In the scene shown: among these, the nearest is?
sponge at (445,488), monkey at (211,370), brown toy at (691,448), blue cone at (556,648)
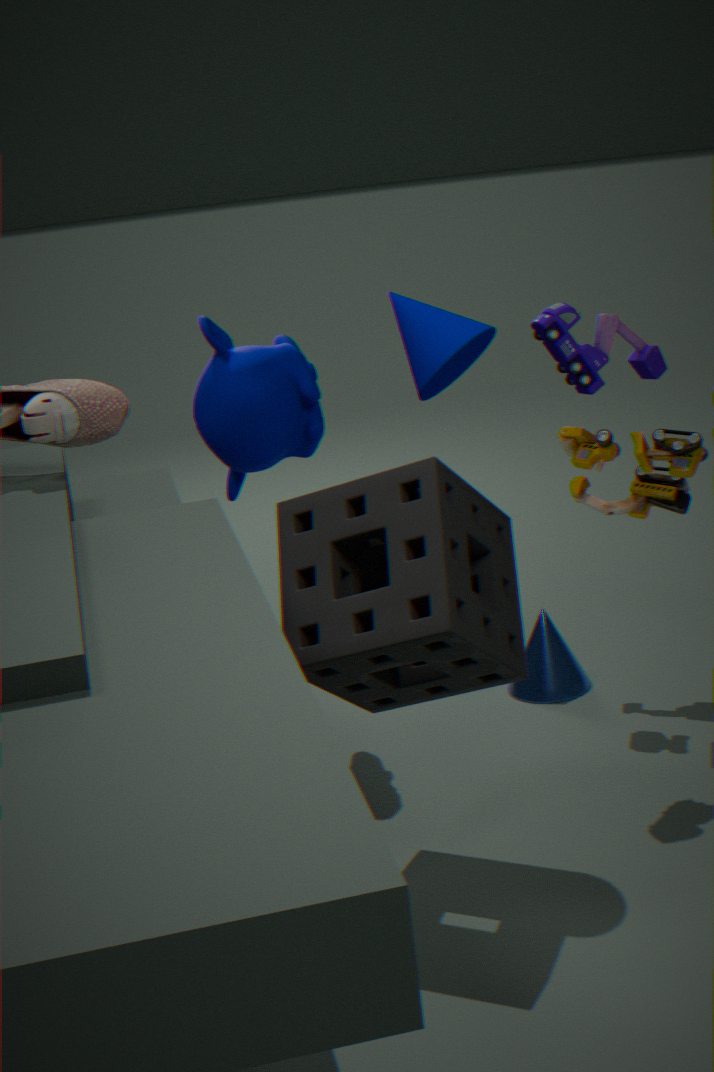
sponge at (445,488)
